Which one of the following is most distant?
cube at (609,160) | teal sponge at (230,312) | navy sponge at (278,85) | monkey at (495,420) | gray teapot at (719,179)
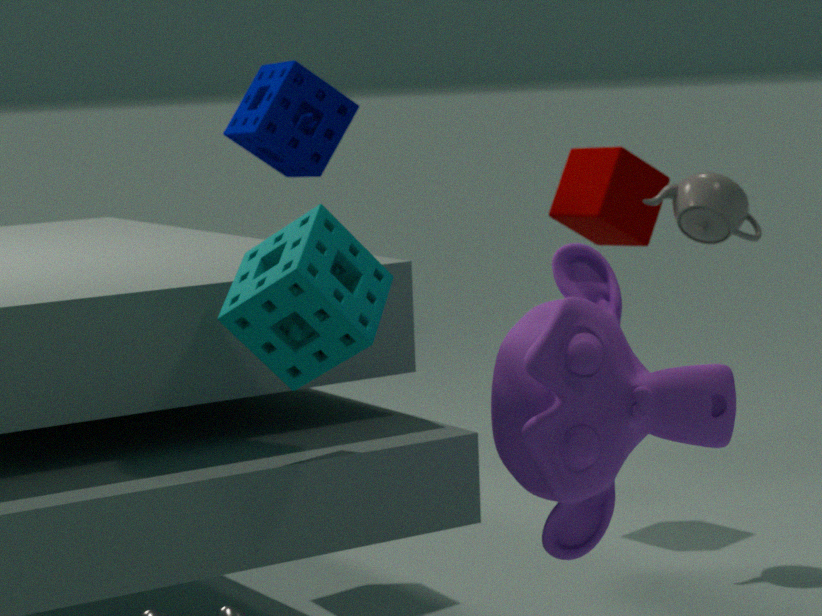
cube at (609,160)
